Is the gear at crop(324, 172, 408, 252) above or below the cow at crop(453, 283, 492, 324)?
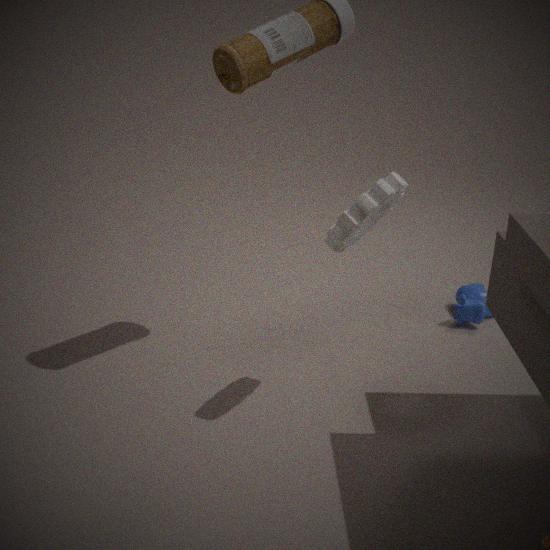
above
